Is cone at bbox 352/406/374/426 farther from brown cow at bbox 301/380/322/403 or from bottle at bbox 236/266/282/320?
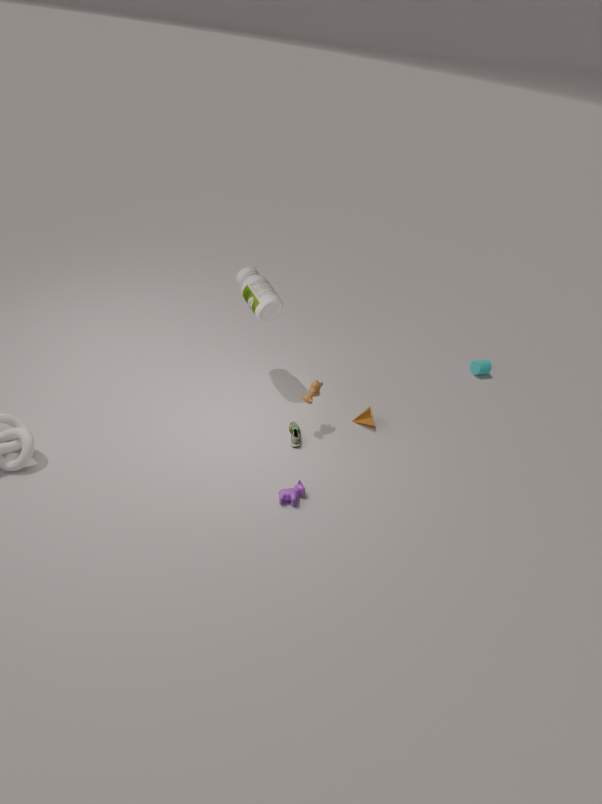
bottle at bbox 236/266/282/320
